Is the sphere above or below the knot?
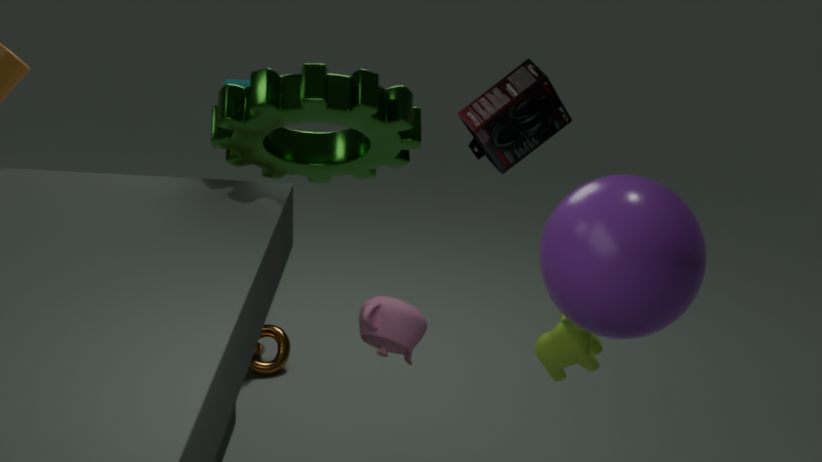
above
